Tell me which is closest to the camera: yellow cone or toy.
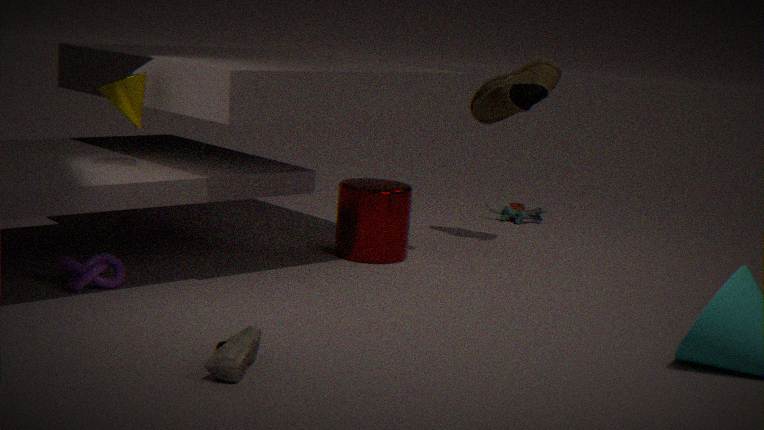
yellow cone
